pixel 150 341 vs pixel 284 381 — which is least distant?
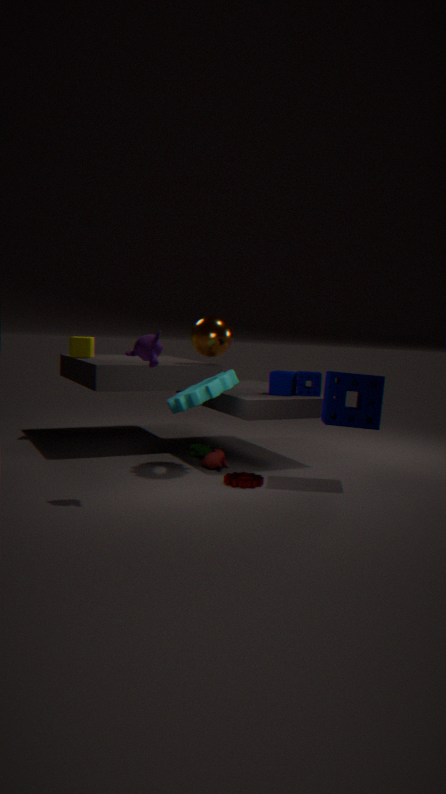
pixel 150 341
